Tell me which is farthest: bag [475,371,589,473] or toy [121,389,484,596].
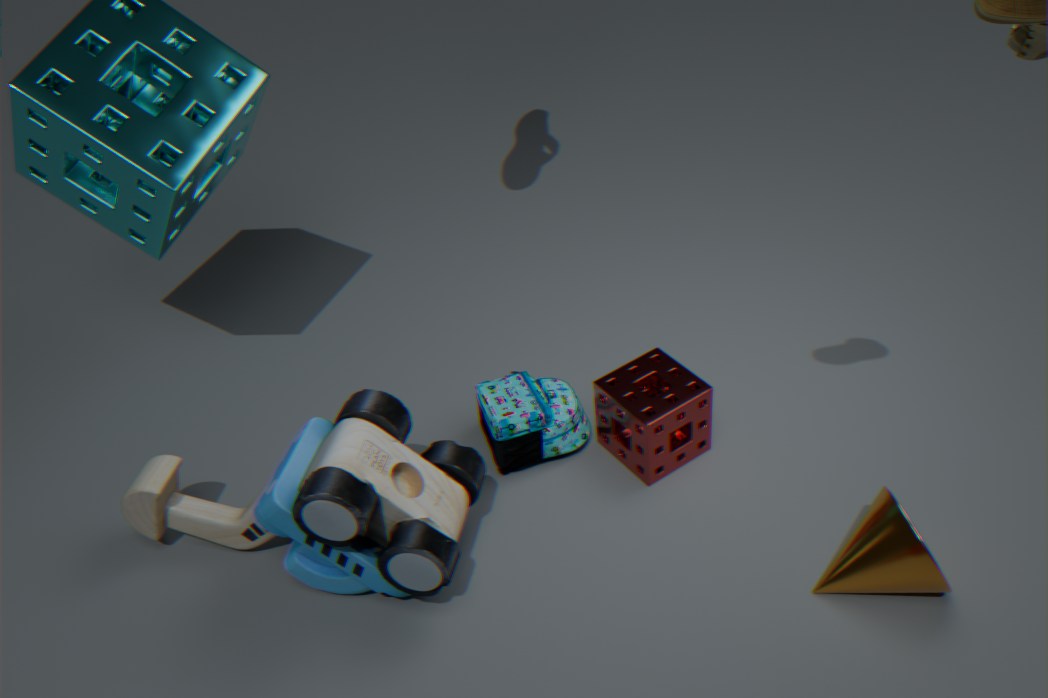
bag [475,371,589,473]
